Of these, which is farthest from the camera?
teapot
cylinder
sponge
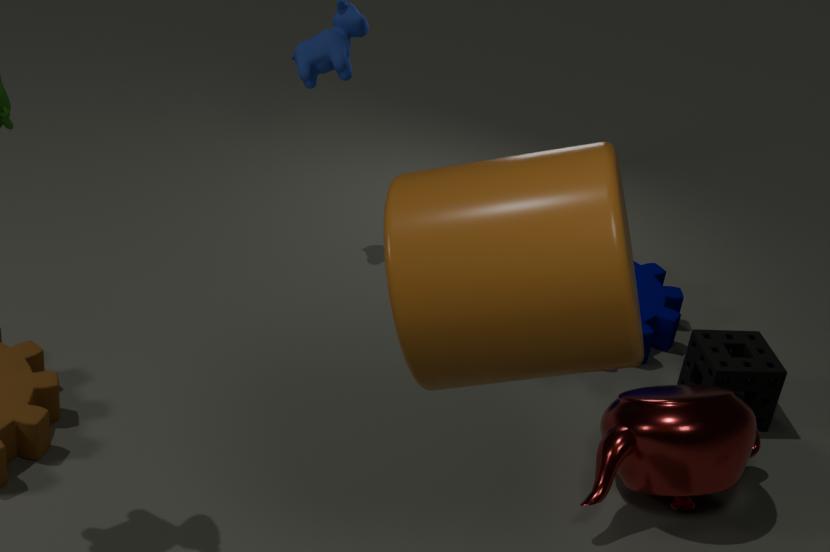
sponge
